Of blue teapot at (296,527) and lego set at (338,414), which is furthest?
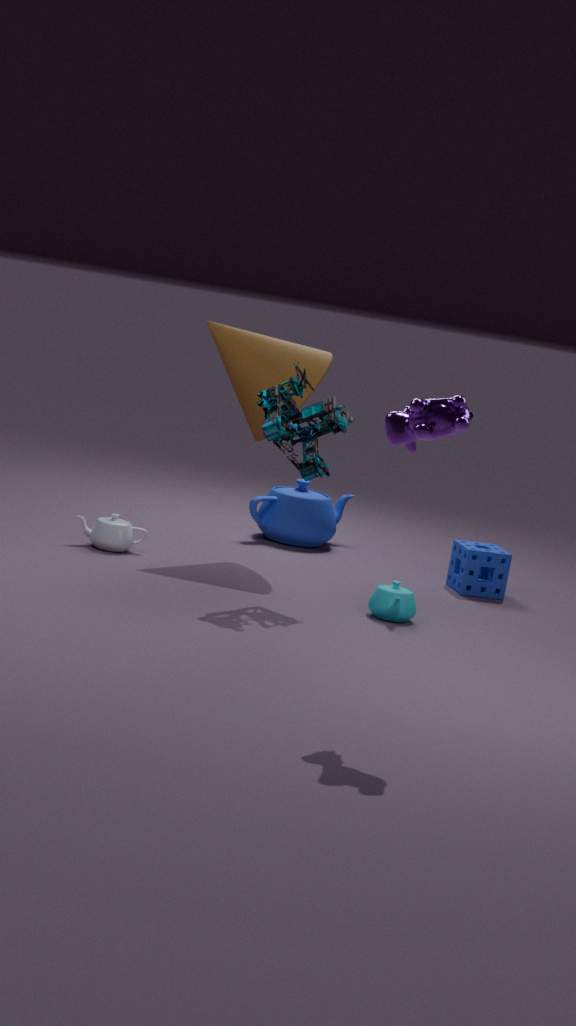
blue teapot at (296,527)
